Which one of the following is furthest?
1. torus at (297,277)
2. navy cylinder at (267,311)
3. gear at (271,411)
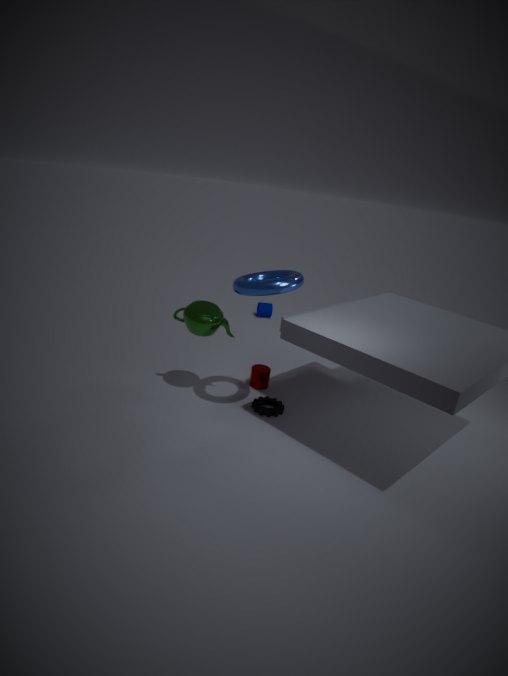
navy cylinder at (267,311)
